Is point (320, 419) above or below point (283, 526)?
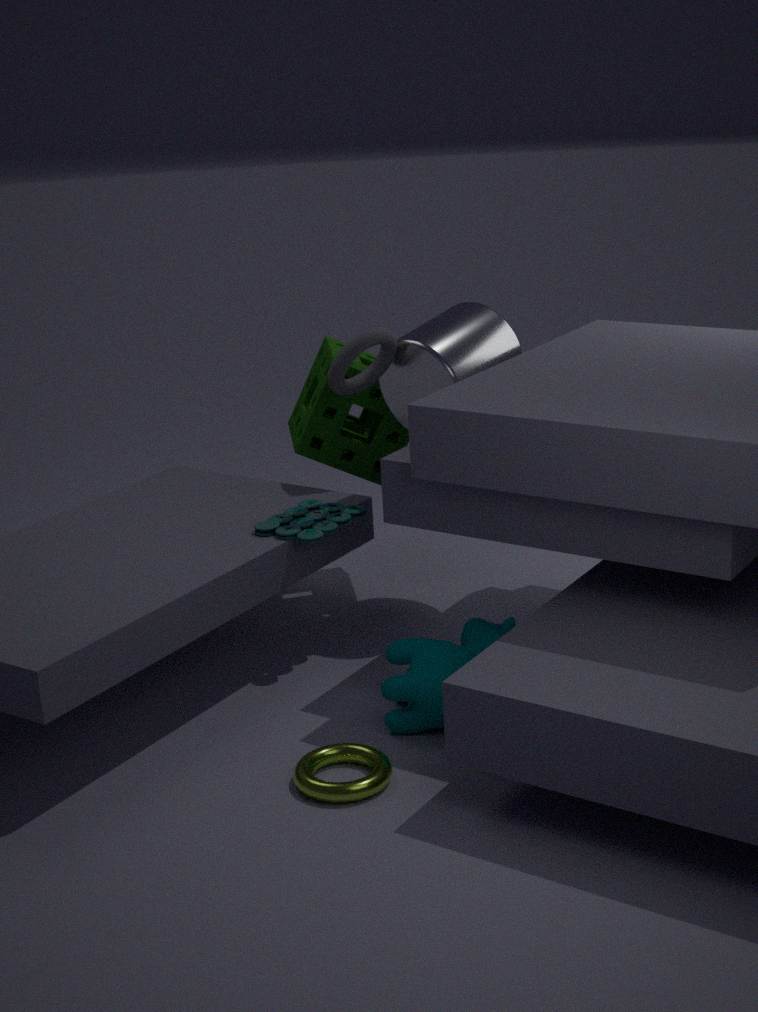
above
